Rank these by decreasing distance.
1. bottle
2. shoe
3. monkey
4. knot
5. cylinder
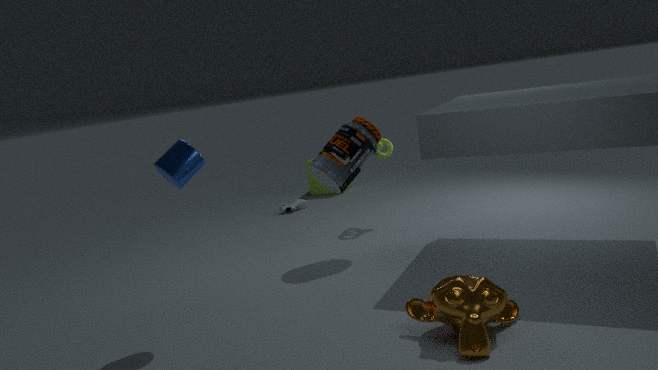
shoe
knot
bottle
cylinder
monkey
